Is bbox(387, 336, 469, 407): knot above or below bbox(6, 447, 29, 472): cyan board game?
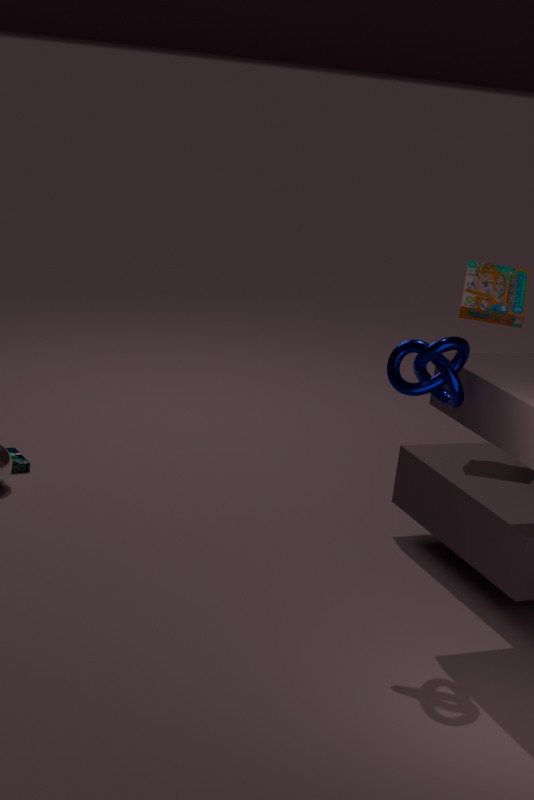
above
